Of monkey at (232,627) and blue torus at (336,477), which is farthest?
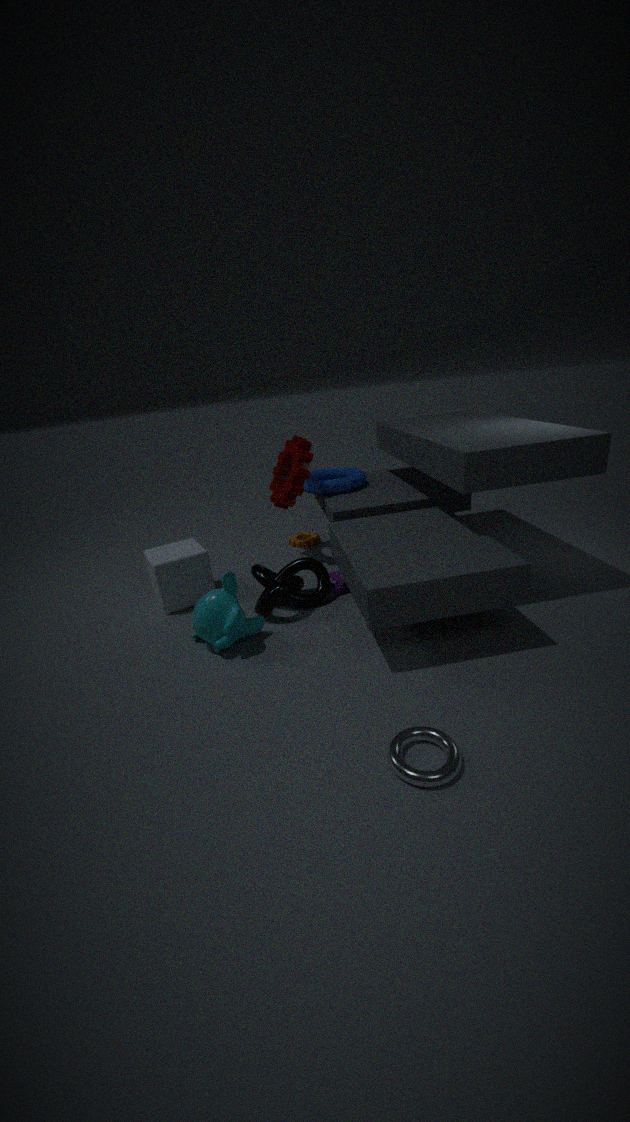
blue torus at (336,477)
